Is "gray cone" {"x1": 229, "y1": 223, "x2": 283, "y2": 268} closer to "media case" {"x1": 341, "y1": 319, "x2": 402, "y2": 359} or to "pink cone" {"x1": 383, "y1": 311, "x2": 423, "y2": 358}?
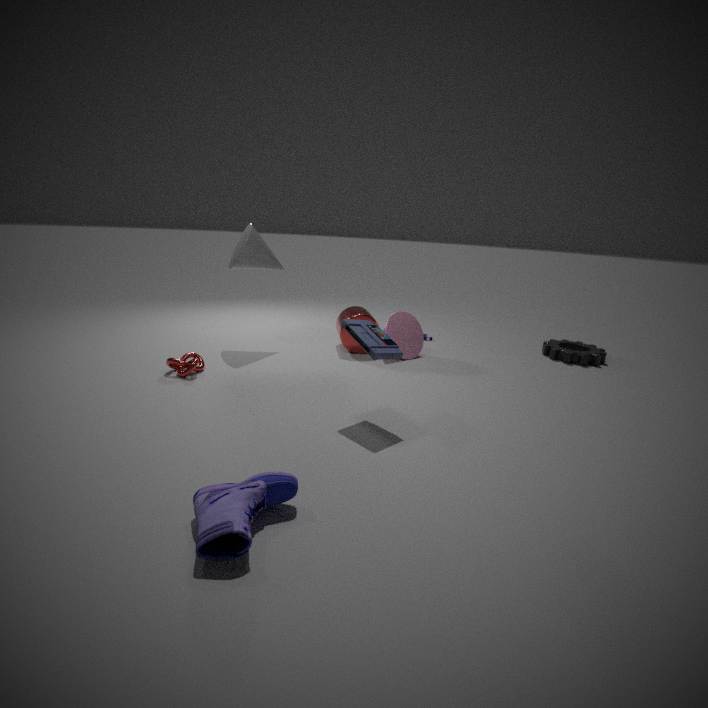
"pink cone" {"x1": 383, "y1": 311, "x2": 423, "y2": 358}
